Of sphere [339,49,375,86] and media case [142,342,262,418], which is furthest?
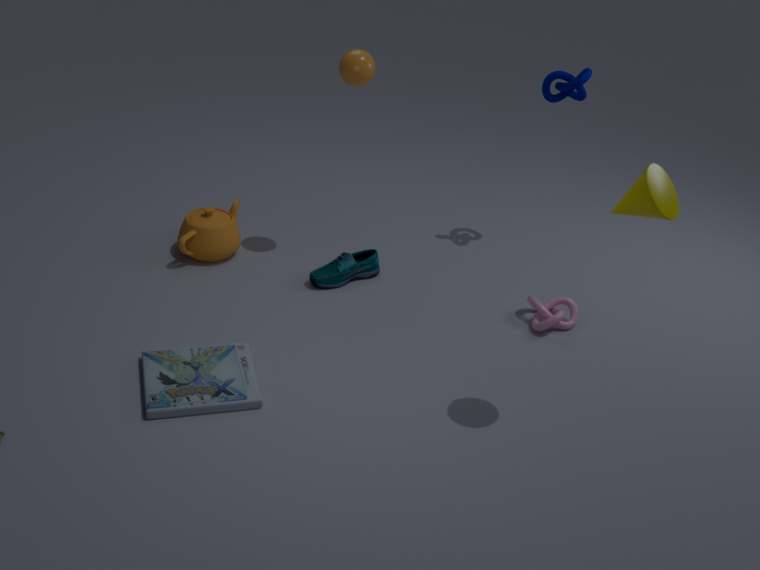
sphere [339,49,375,86]
